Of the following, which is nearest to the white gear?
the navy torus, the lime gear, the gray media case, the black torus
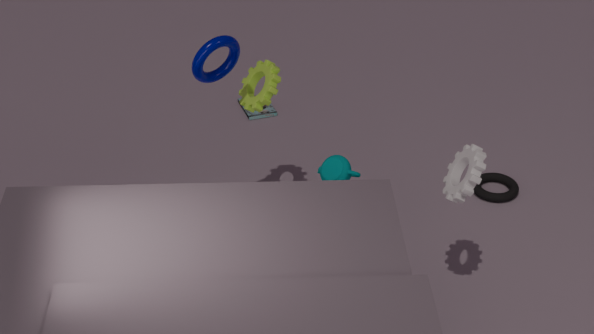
the lime gear
